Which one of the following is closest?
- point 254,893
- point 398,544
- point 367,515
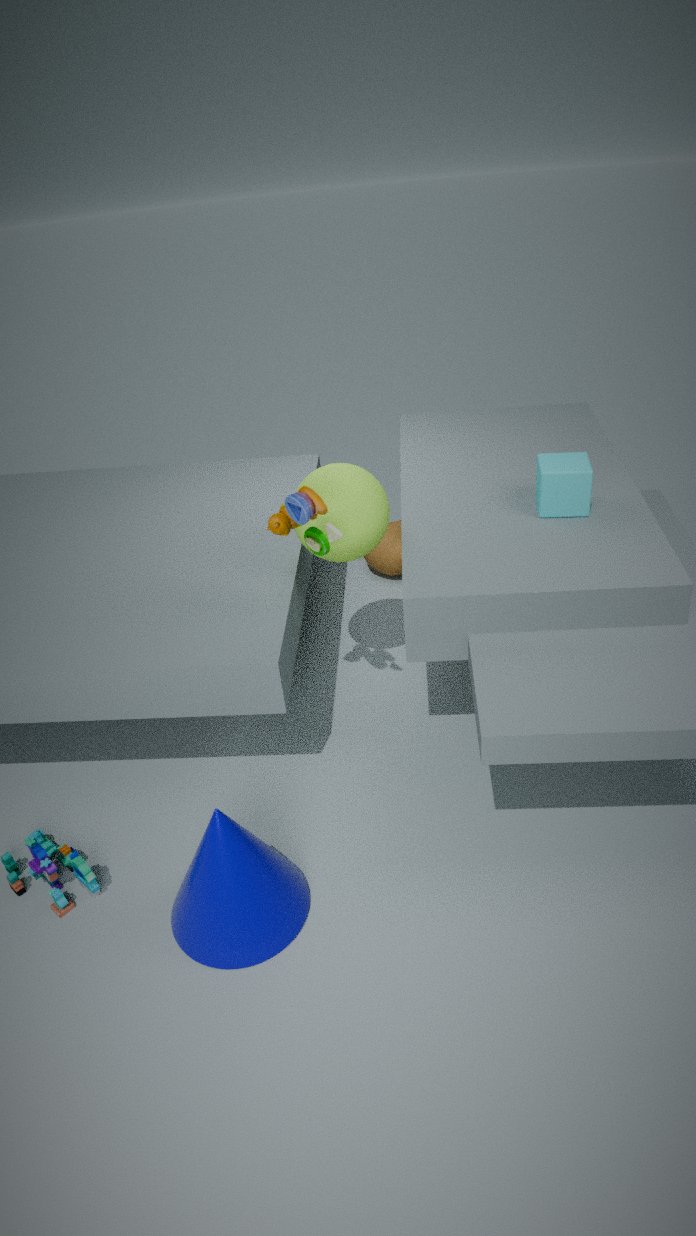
point 254,893
